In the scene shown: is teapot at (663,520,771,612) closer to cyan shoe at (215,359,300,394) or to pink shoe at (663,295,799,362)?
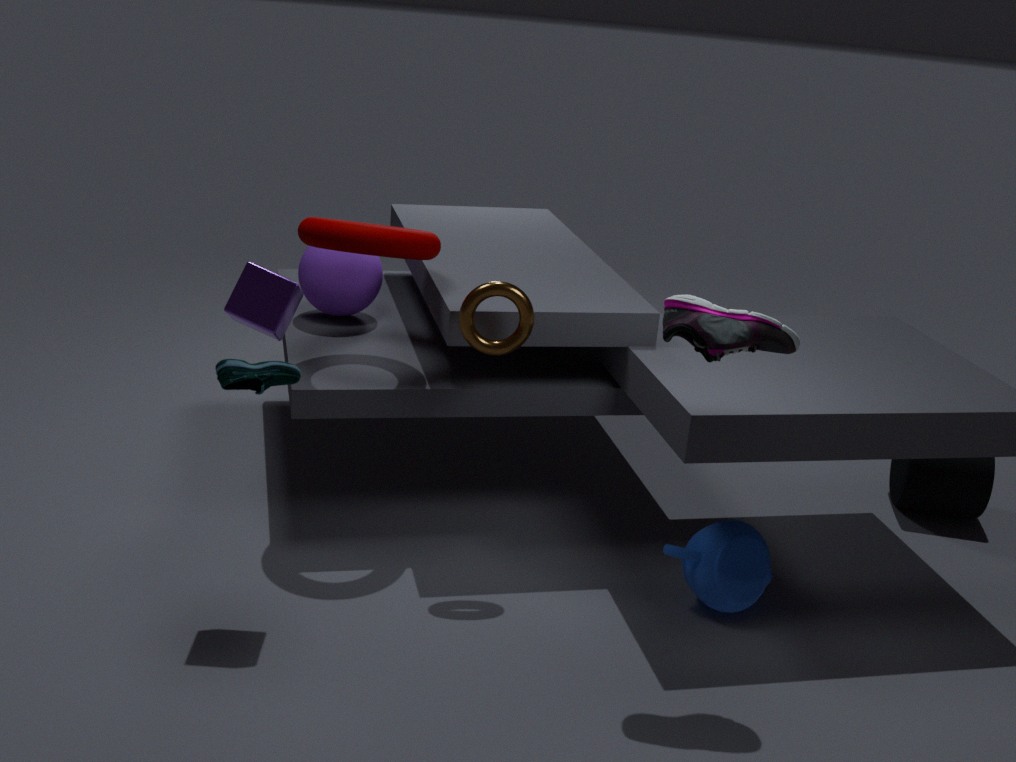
pink shoe at (663,295,799,362)
